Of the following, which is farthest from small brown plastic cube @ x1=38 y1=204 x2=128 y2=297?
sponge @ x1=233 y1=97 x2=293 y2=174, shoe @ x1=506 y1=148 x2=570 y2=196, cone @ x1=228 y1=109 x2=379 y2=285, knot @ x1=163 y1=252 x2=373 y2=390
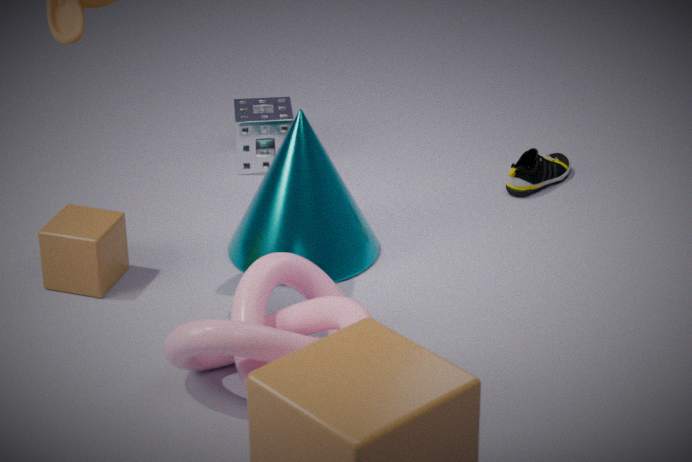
shoe @ x1=506 y1=148 x2=570 y2=196
